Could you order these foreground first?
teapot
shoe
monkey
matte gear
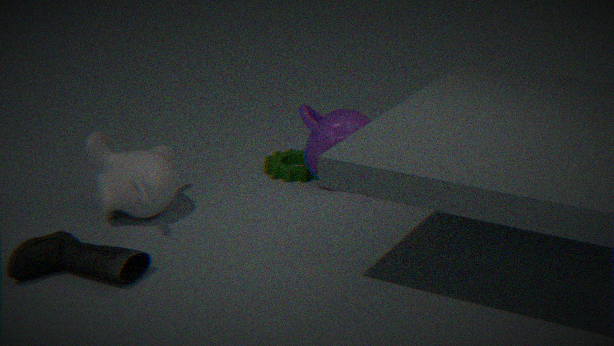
1. shoe
2. monkey
3. teapot
4. matte gear
